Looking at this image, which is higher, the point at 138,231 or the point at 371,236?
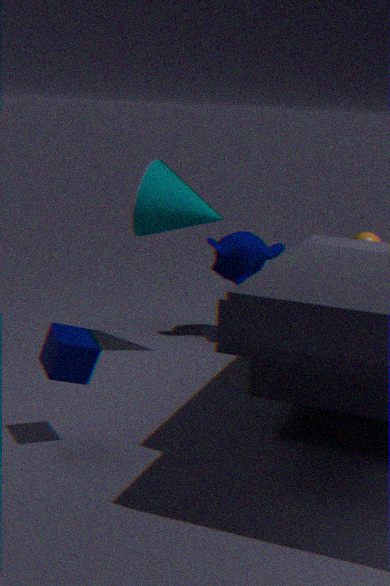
the point at 138,231
